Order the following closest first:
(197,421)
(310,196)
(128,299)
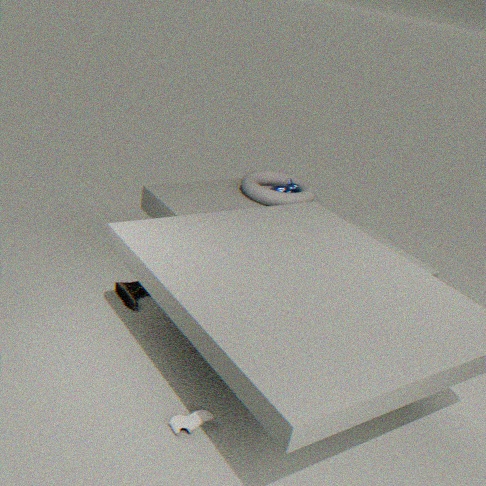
(197,421), (128,299), (310,196)
